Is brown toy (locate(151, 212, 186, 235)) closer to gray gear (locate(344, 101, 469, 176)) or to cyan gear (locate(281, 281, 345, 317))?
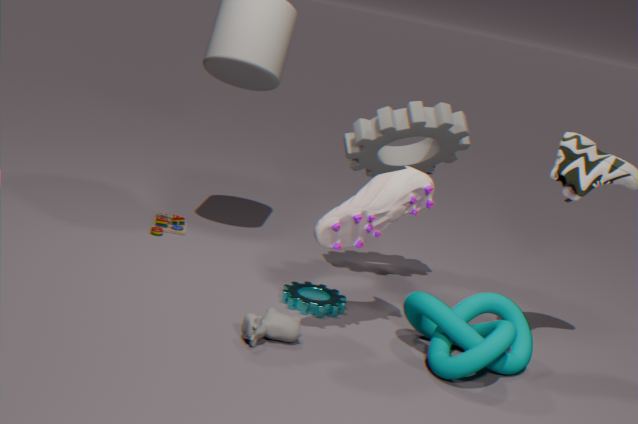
cyan gear (locate(281, 281, 345, 317))
